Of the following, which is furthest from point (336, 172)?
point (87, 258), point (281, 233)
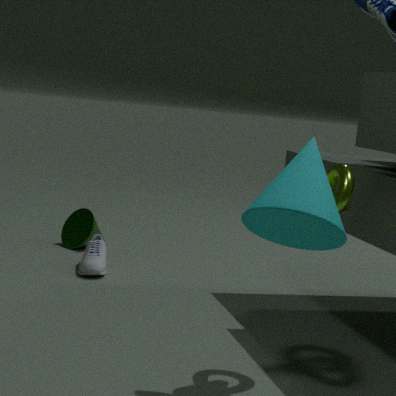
point (87, 258)
